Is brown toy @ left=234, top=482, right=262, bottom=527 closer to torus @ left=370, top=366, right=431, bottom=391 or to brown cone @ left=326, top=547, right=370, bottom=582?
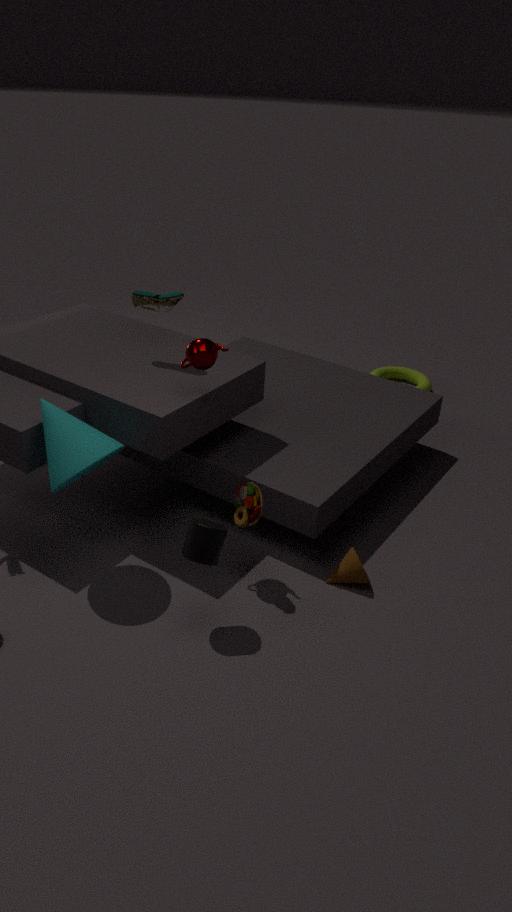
brown cone @ left=326, top=547, right=370, bottom=582
